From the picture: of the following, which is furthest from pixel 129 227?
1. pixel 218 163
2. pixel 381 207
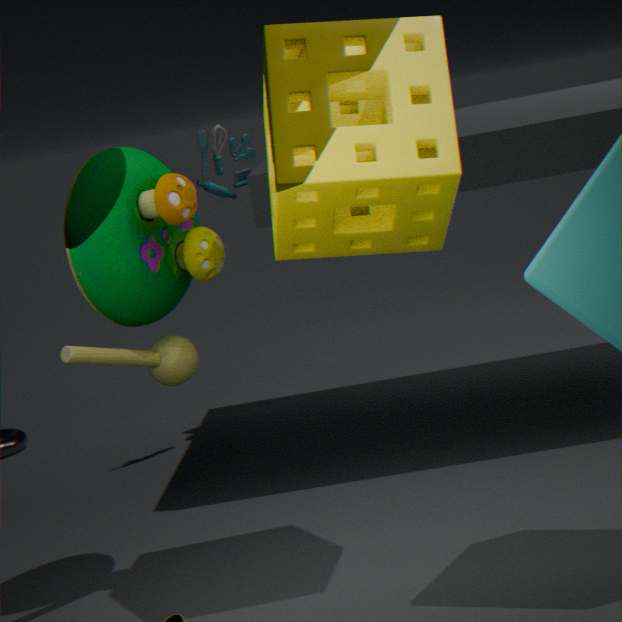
pixel 218 163
